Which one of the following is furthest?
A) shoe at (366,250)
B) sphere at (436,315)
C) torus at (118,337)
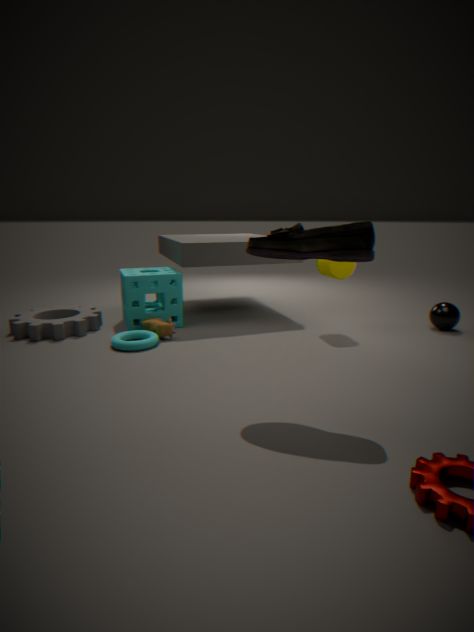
sphere at (436,315)
